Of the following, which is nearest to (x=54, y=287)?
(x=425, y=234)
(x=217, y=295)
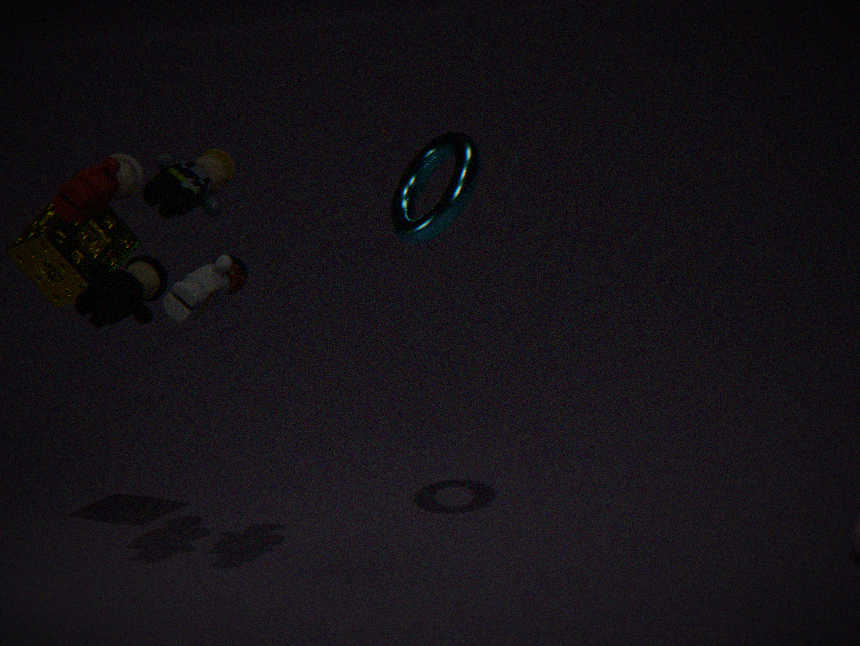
(x=217, y=295)
